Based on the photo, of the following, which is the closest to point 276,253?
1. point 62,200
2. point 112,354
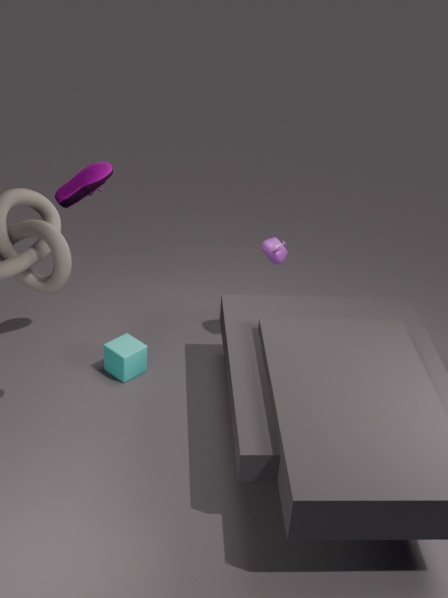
point 112,354
